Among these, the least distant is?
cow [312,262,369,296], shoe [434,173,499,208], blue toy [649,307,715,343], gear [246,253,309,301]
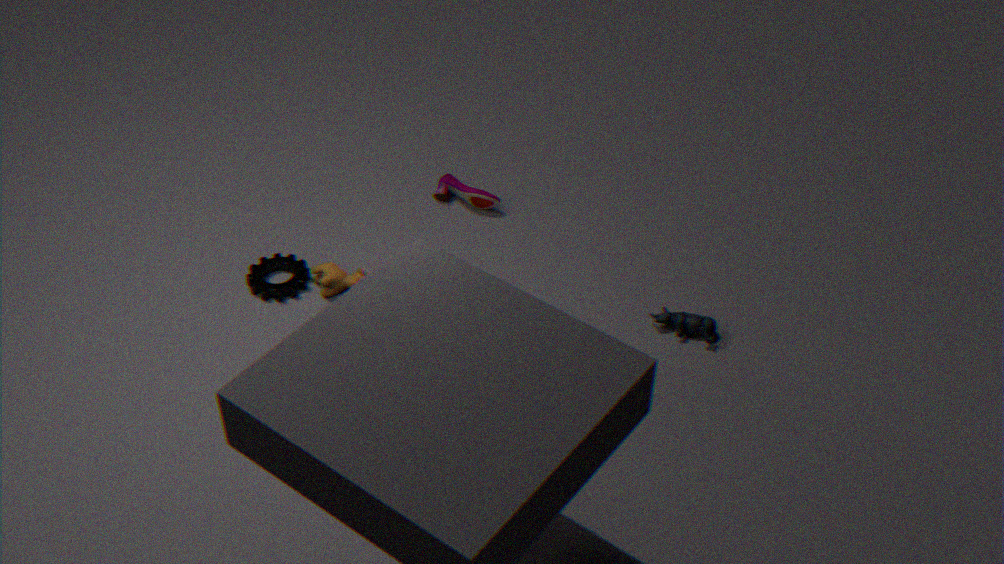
blue toy [649,307,715,343]
